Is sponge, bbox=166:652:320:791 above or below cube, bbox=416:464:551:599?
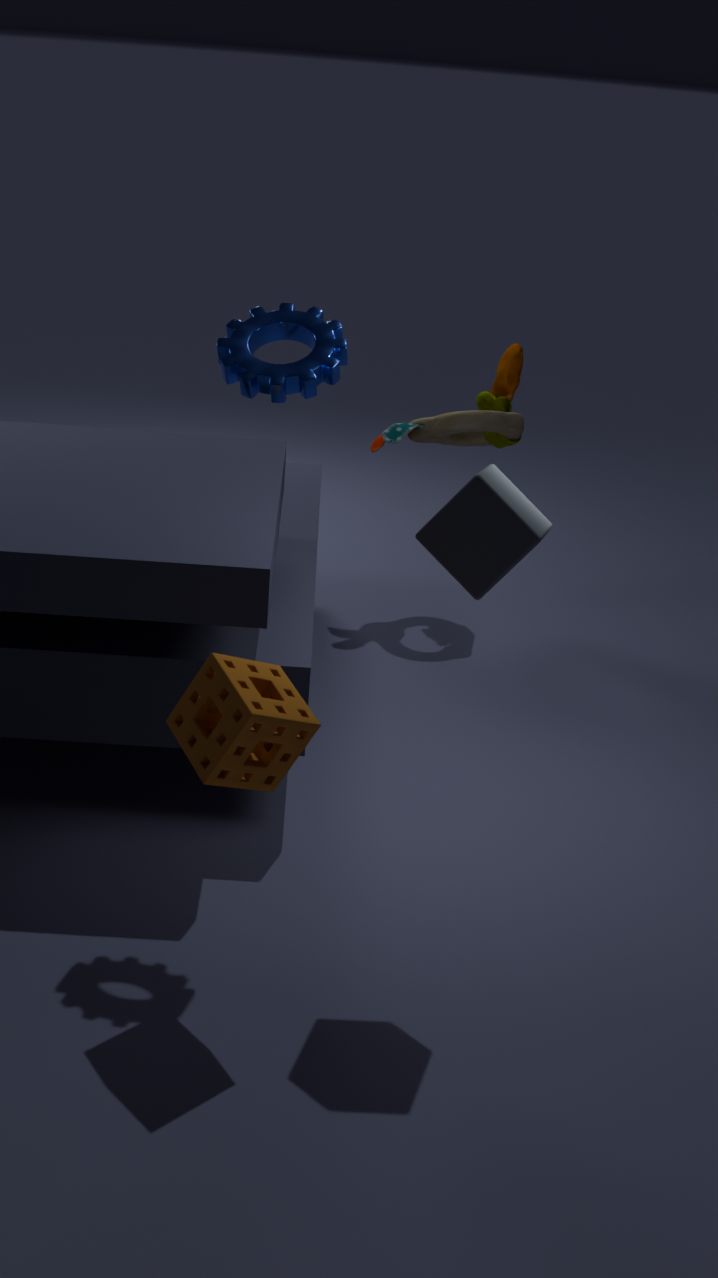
below
